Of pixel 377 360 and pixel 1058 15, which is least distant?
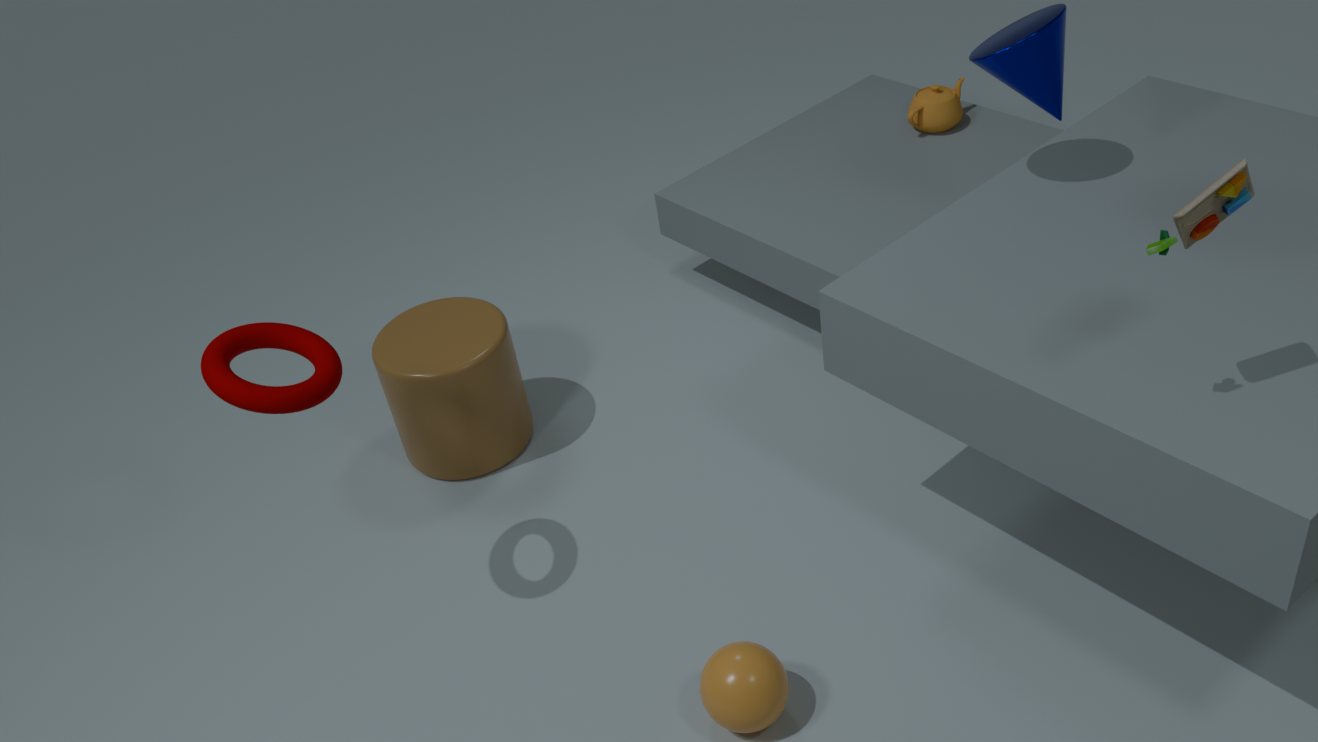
pixel 1058 15
